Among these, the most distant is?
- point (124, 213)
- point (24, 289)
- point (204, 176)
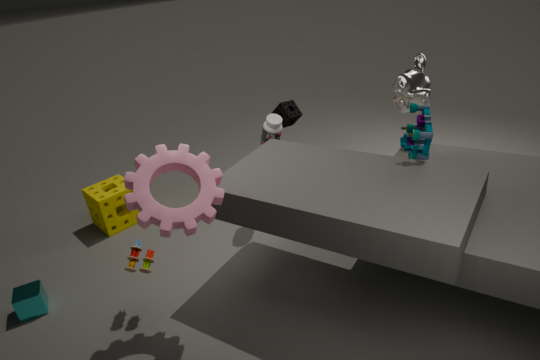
point (124, 213)
